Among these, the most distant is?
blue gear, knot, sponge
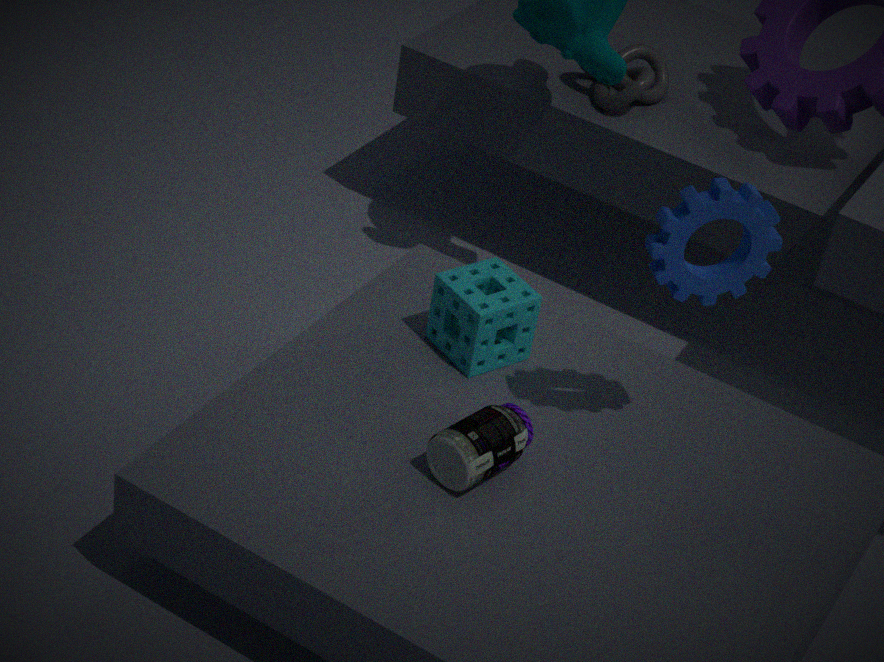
knot
